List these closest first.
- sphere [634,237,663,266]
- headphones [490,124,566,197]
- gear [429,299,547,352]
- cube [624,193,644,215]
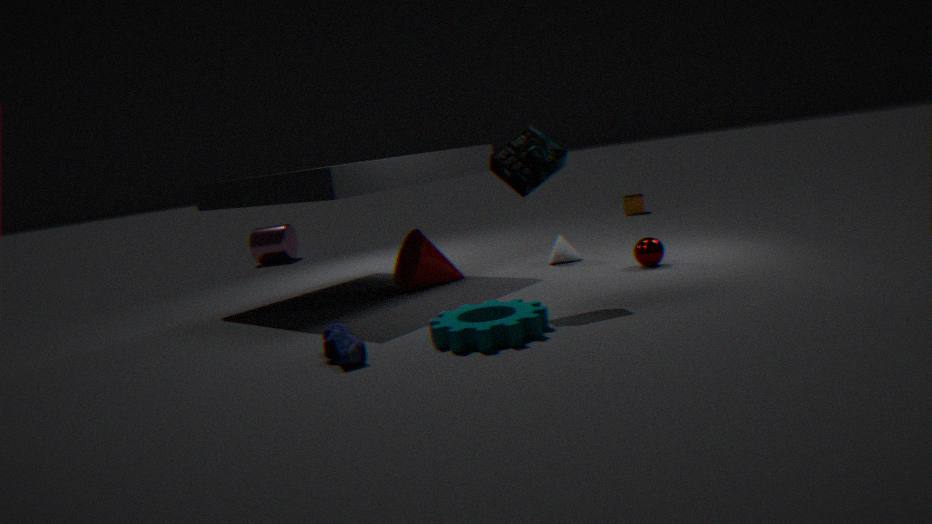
gear [429,299,547,352] → headphones [490,124,566,197] → sphere [634,237,663,266] → cube [624,193,644,215]
